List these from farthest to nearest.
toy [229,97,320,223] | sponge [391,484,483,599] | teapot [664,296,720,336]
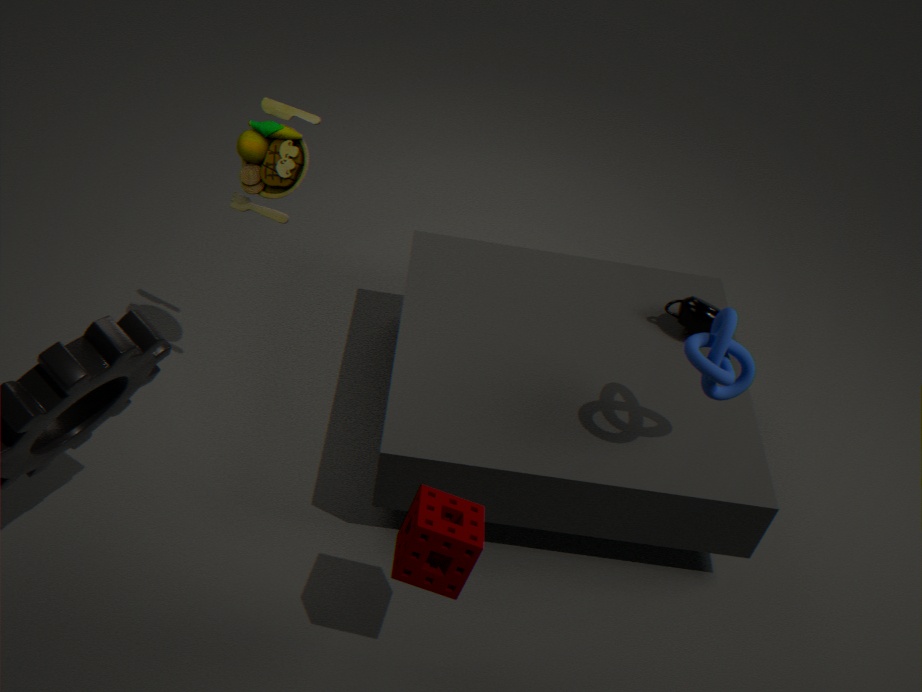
teapot [664,296,720,336] < toy [229,97,320,223] < sponge [391,484,483,599]
